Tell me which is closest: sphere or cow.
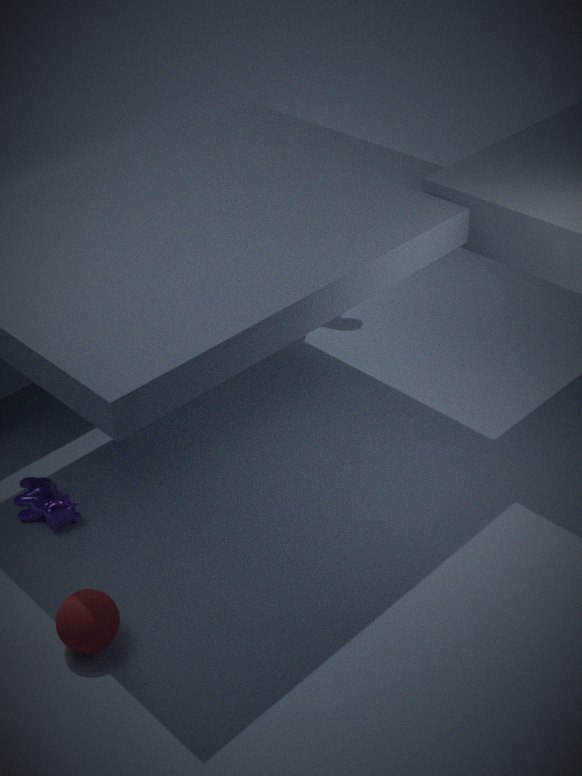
sphere
